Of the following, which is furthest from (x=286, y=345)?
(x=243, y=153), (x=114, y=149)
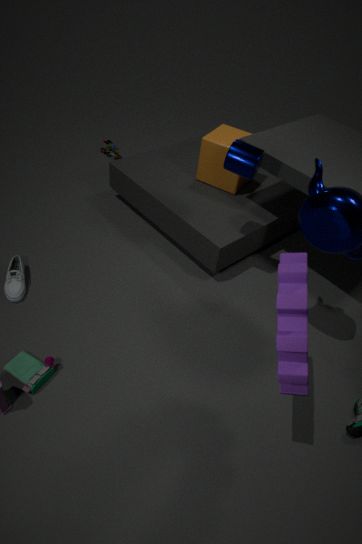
A: (x=114, y=149)
